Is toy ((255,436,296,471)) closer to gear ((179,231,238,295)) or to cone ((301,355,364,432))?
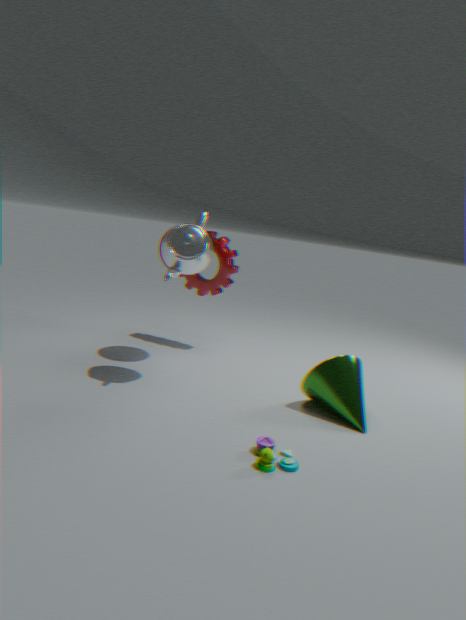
cone ((301,355,364,432))
